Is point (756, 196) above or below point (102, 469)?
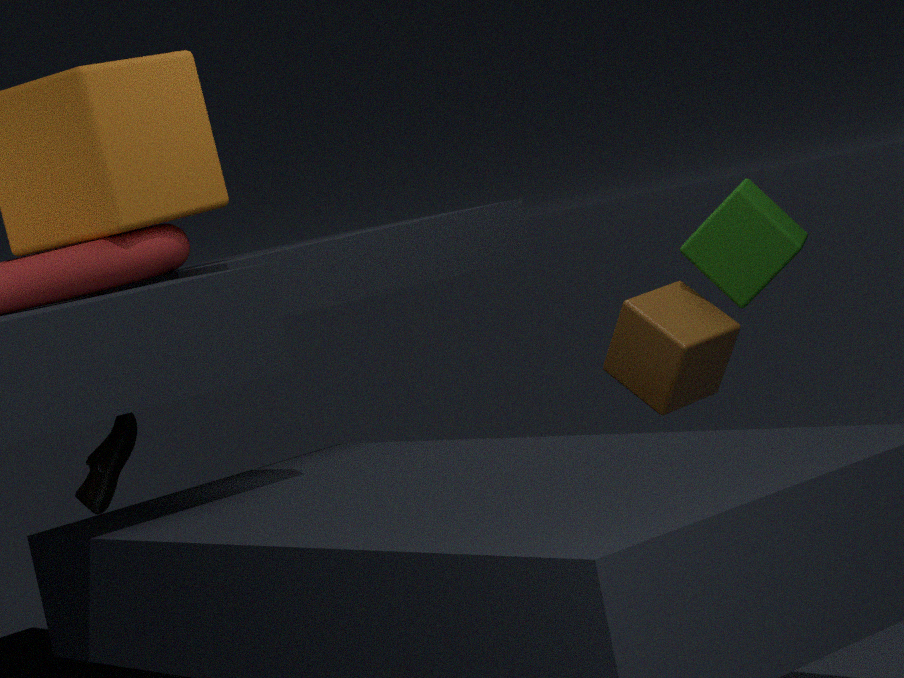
above
